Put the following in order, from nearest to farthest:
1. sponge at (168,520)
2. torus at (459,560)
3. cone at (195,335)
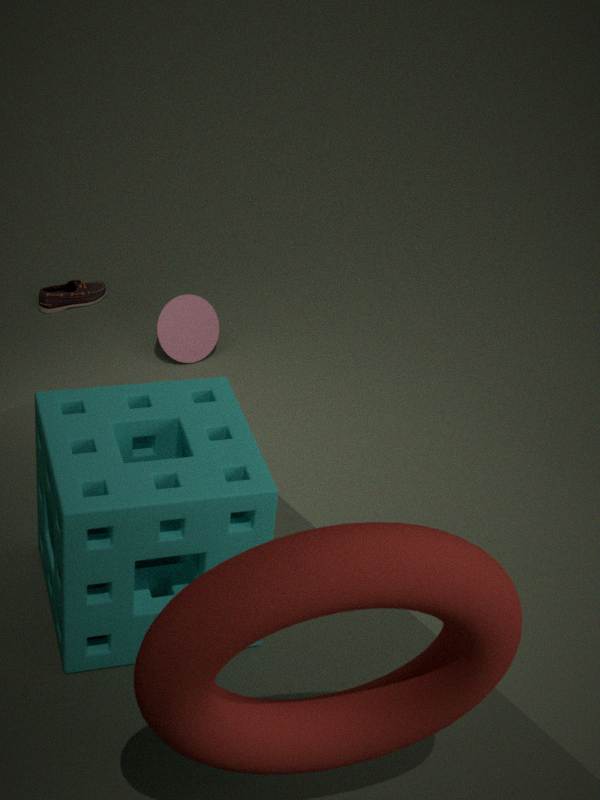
torus at (459,560) → sponge at (168,520) → cone at (195,335)
